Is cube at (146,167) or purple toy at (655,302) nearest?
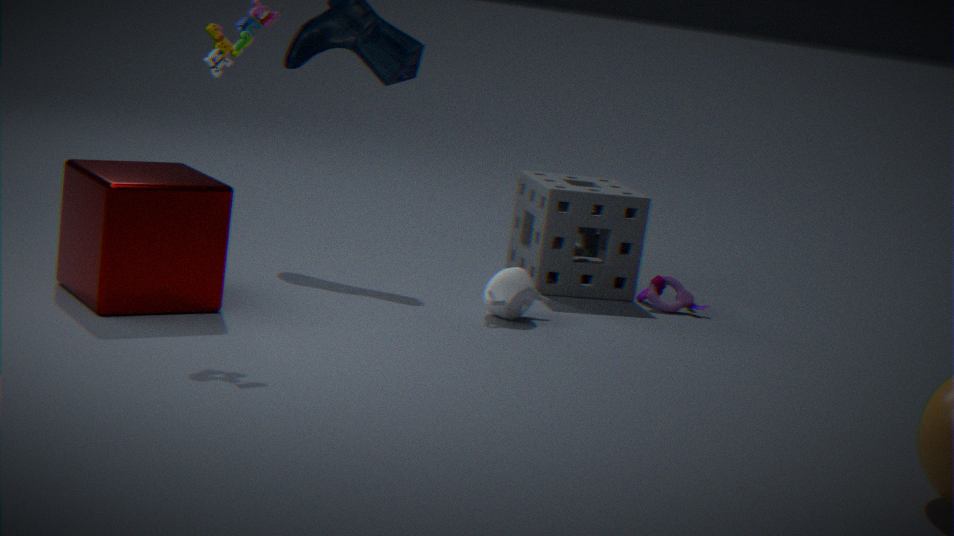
cube at (146,167)
